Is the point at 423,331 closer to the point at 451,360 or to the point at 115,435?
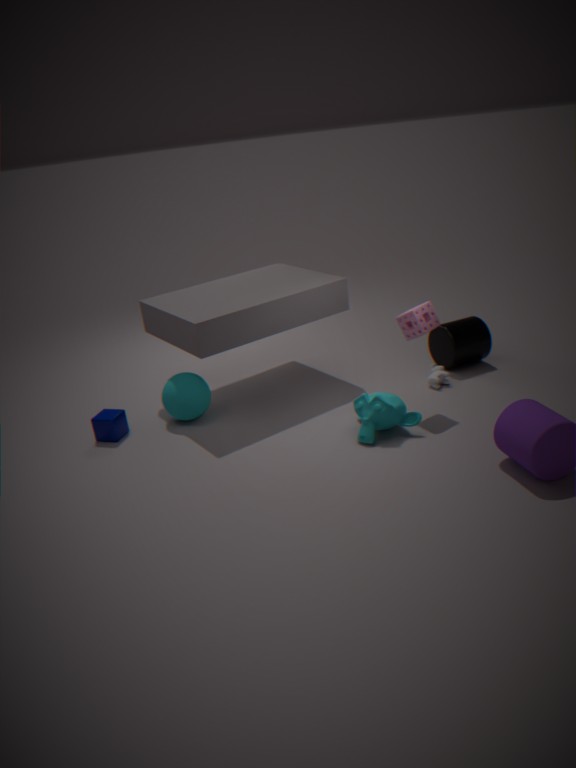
the point at 451,360
